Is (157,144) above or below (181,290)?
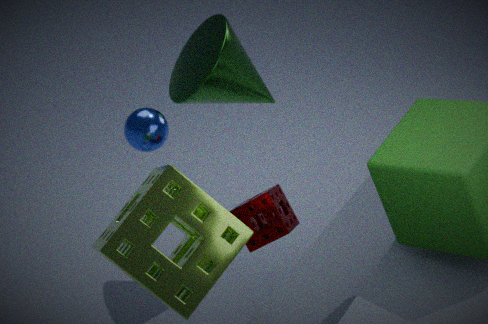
above
